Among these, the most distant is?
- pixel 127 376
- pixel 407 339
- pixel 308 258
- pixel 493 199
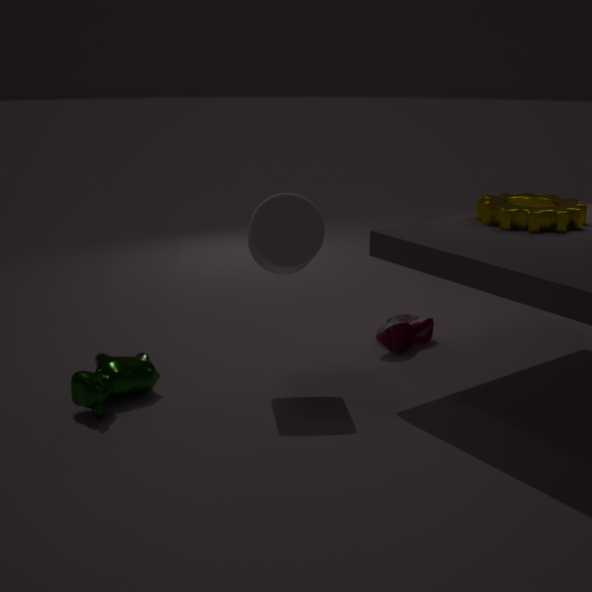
pixel 407 339
